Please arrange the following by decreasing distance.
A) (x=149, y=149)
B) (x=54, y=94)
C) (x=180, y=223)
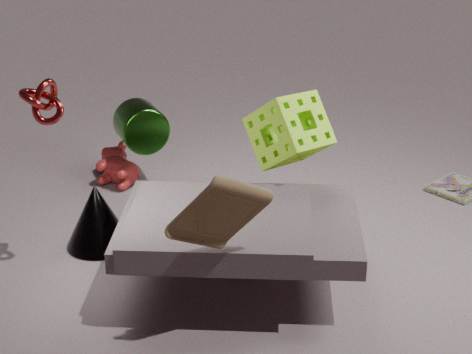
(x=149, y=149) → (x=54, y=94) → (x=180, y=223)
